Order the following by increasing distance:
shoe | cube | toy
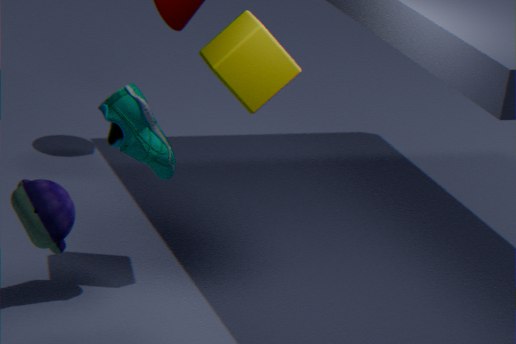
1. toy
2. shoe
3. cube
